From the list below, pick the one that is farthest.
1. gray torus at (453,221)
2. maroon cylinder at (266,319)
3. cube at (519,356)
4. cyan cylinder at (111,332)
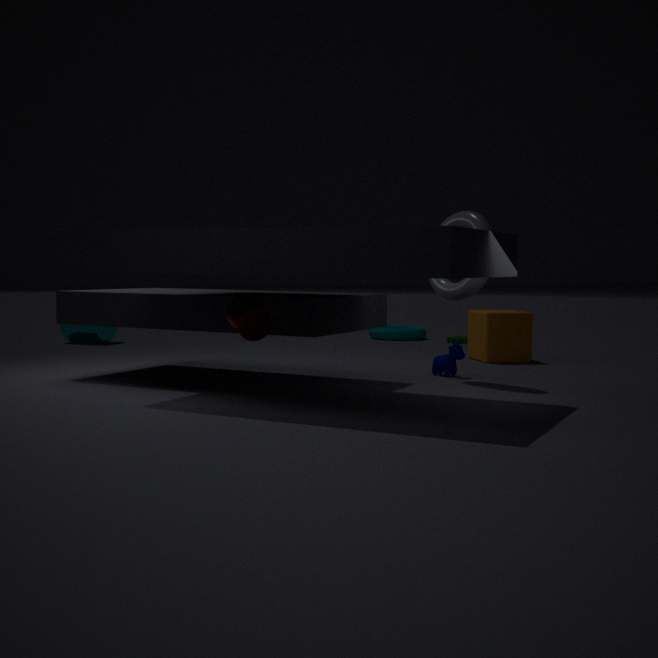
cyan cylinder at (111,332)
